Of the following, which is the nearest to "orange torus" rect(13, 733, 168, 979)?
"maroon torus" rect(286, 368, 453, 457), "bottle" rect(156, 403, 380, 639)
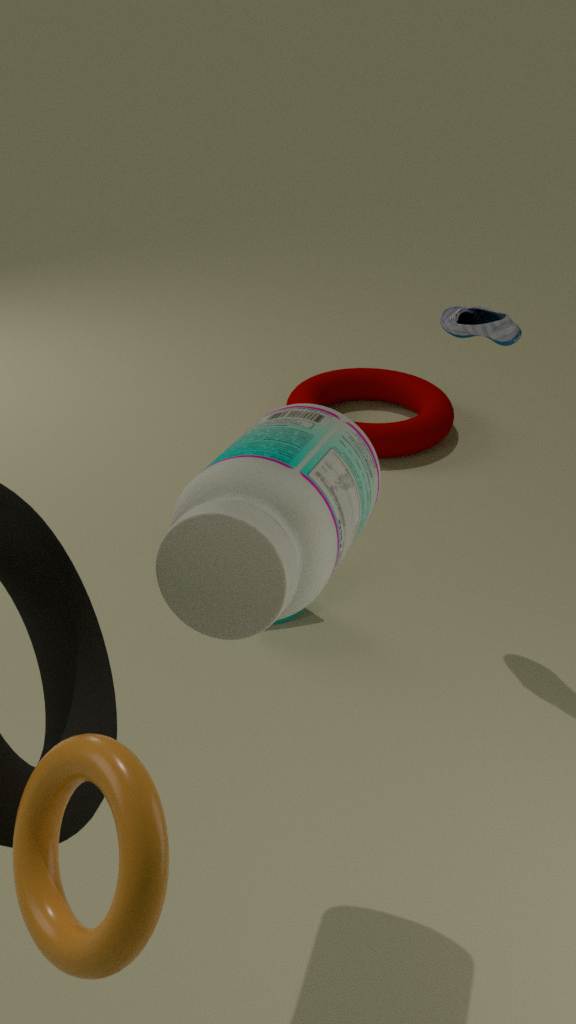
"bottle" rect(156, 403, 380, 639)
